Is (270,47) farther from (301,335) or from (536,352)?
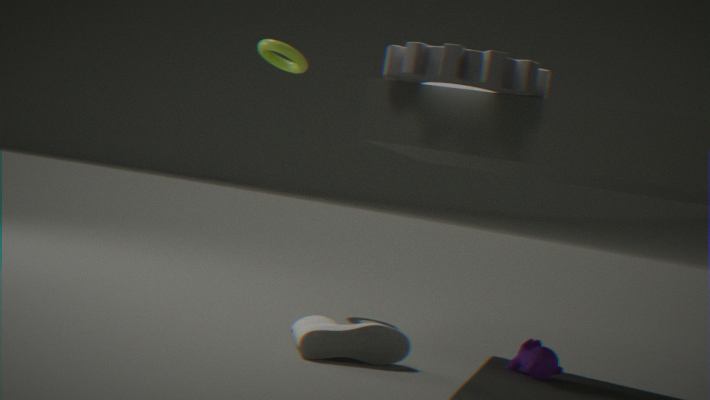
(536,352)
